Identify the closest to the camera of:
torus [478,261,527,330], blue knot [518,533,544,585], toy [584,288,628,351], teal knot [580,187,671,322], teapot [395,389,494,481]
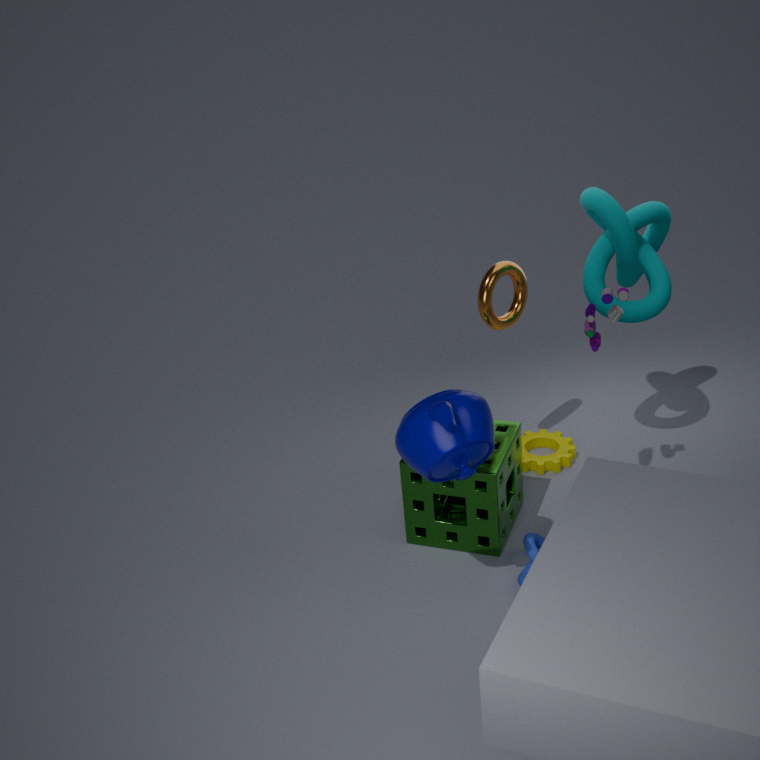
teapot [395,389,494,481]
